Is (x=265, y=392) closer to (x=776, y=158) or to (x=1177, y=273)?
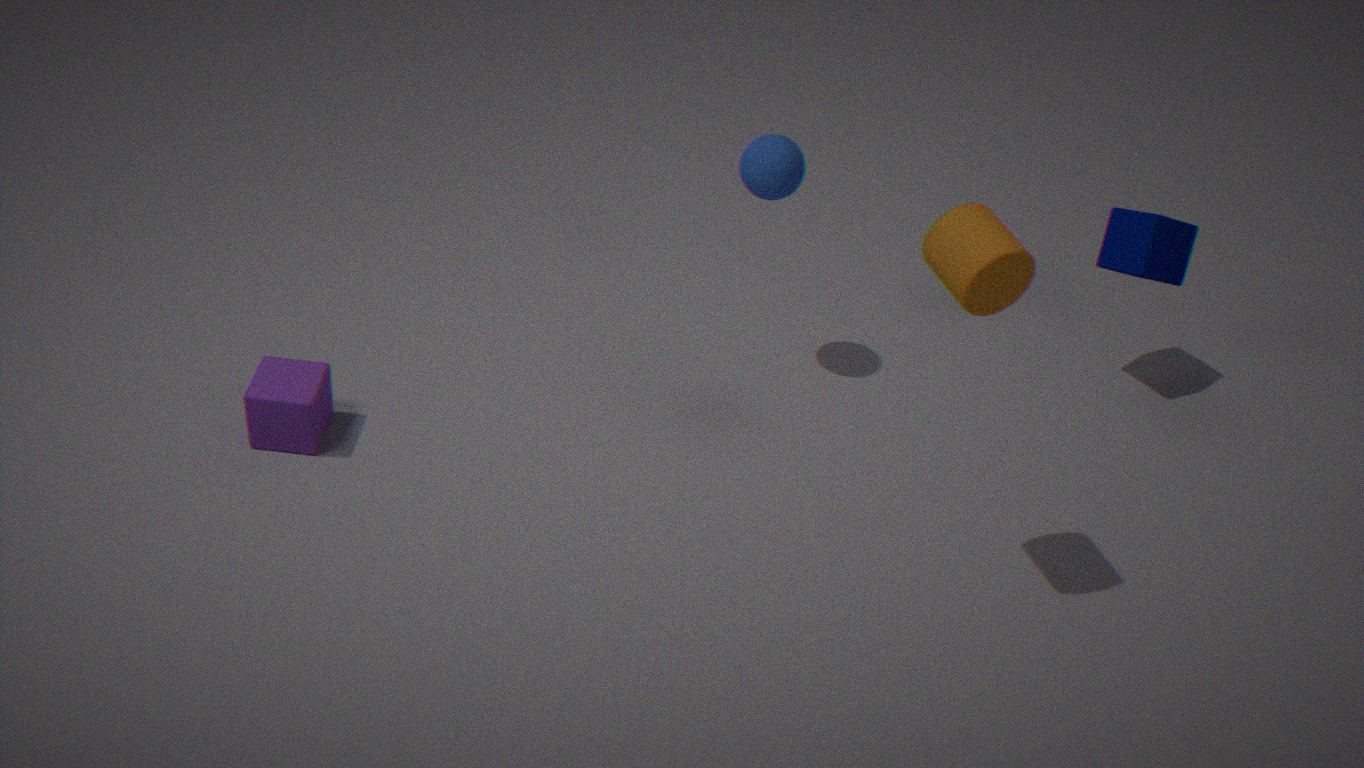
(x=776, y=158)
